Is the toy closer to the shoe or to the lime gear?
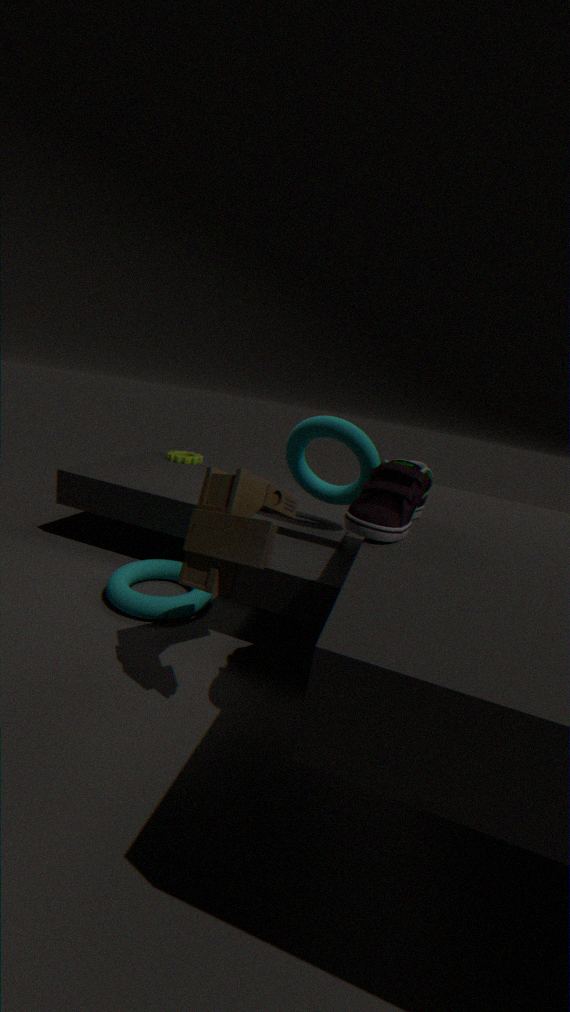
the shoe
